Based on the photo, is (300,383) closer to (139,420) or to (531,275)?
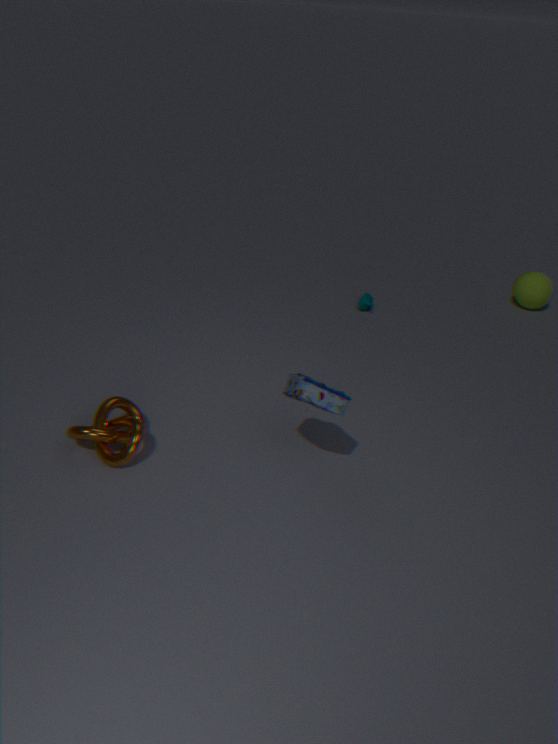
(139,420)
